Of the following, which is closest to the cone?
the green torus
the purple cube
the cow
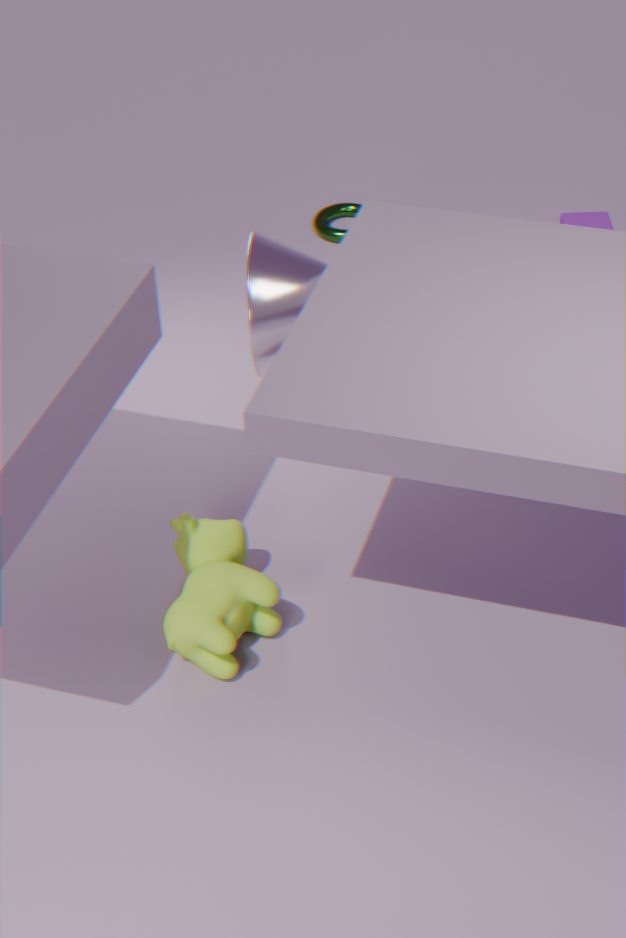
the cow
